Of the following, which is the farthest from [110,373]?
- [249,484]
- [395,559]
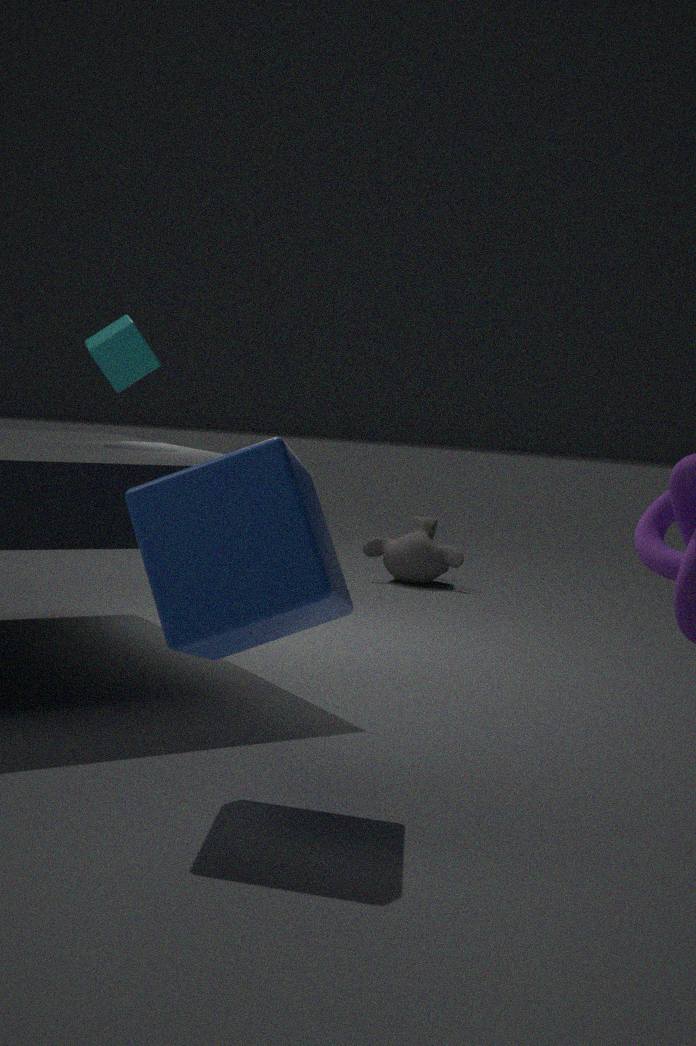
[395,559]
